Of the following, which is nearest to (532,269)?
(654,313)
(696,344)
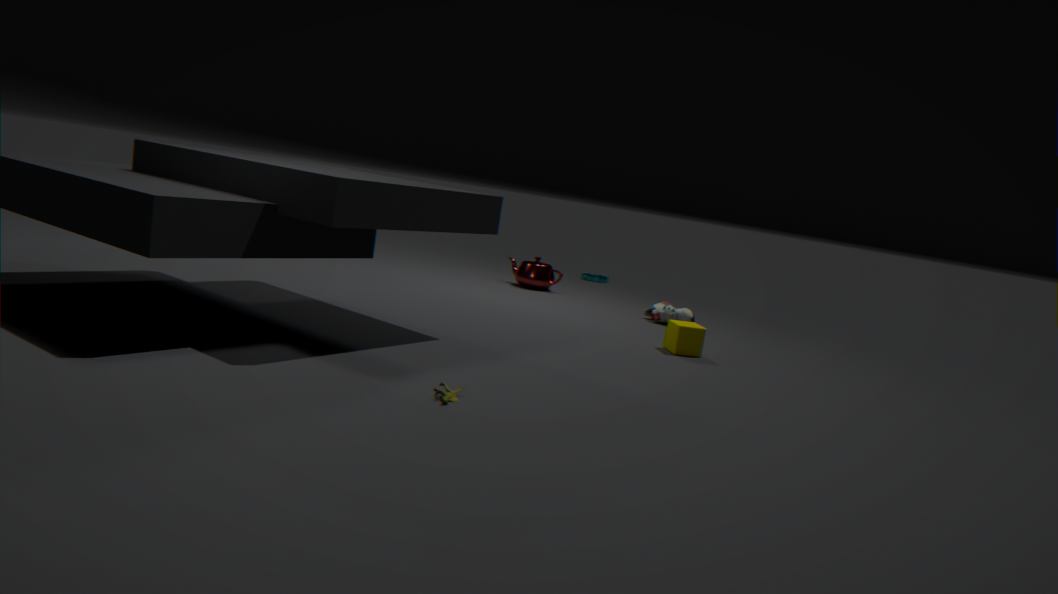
(654,313)
